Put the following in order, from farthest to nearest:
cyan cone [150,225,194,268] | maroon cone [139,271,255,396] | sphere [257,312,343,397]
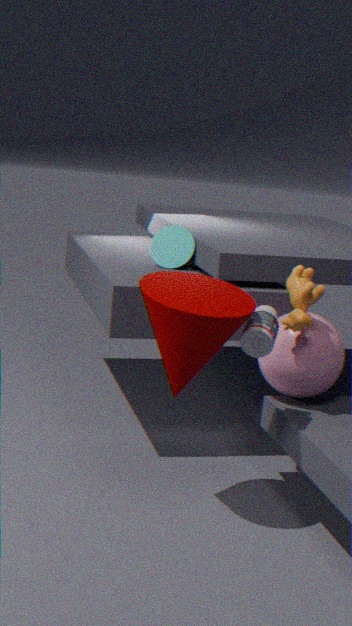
cyan cone [150,225,194,268], sphere [257,312,343,397], maroon cone [139,271,255,396]
